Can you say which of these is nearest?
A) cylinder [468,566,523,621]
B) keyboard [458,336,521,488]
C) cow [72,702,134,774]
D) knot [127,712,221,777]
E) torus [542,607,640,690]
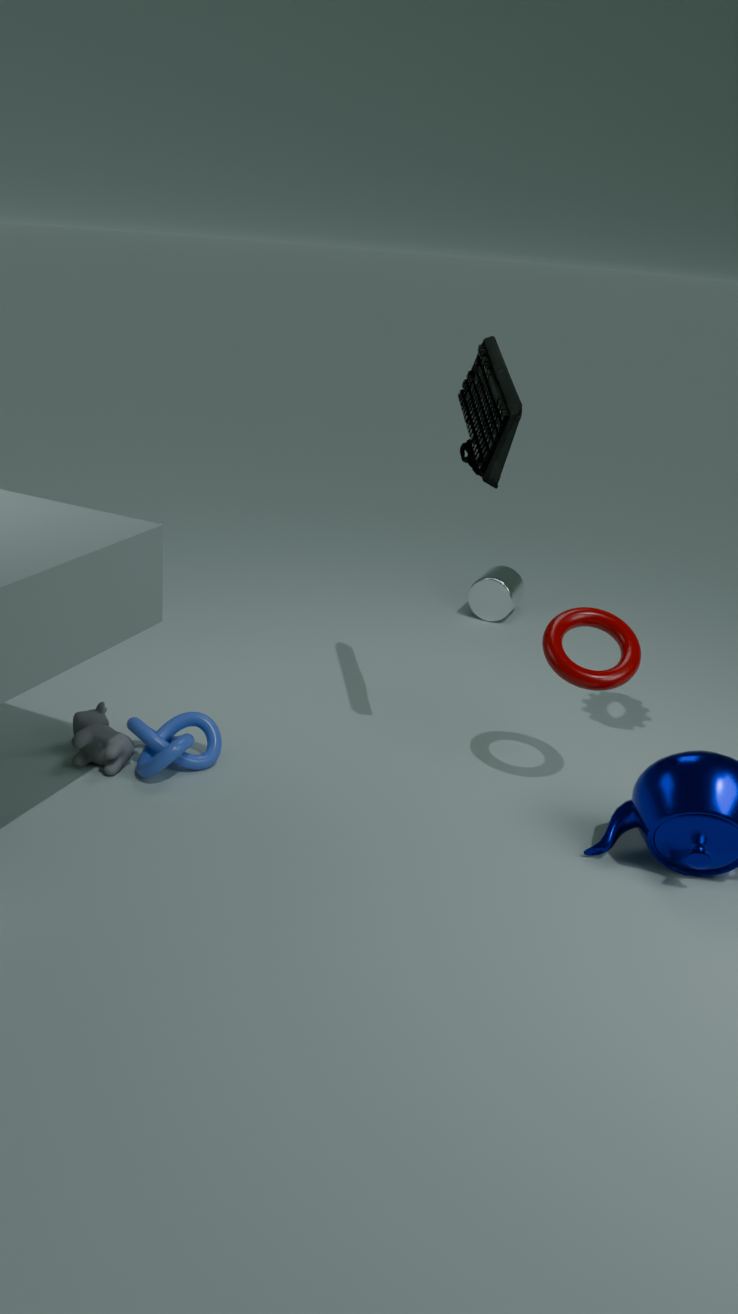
B. keyboard [458,336,521,488]
